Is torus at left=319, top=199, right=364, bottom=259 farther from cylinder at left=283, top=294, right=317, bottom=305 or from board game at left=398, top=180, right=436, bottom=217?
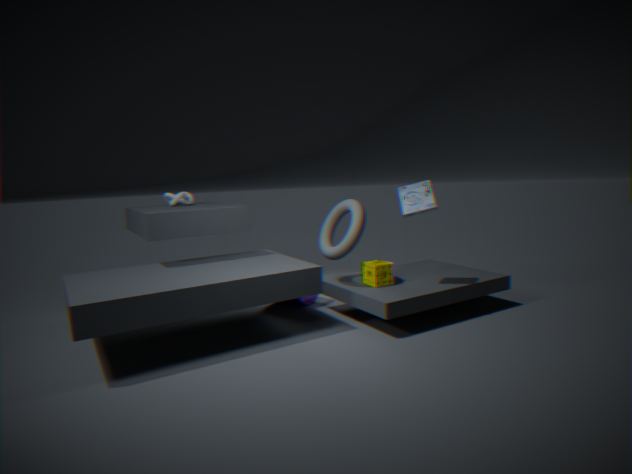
board game at left=398, top=180, right=436, bottom=217
